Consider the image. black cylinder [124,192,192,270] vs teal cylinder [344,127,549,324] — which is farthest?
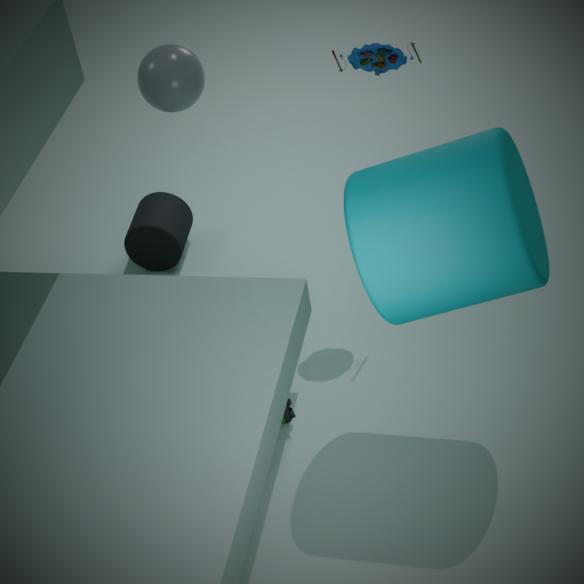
black cylinder [124,192,192,270]
